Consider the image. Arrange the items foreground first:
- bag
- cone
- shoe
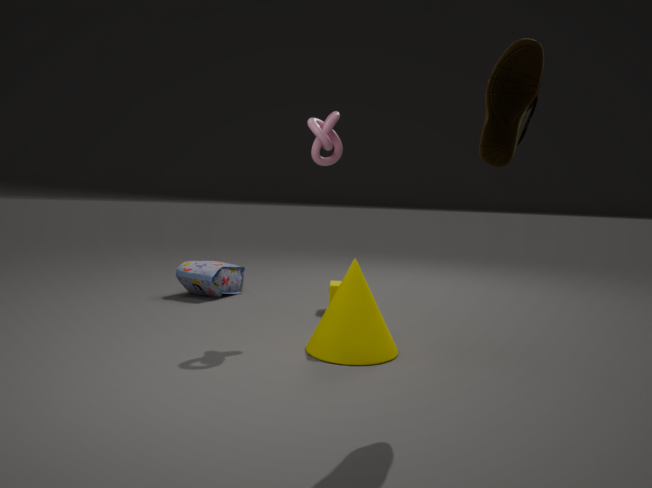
shoe → cone → bag
